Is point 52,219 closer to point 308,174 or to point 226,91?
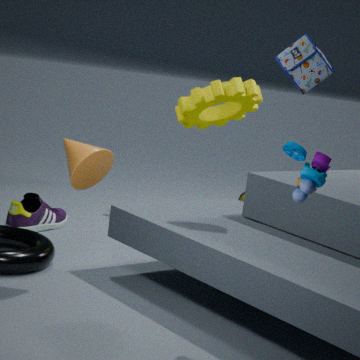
point 226,91
